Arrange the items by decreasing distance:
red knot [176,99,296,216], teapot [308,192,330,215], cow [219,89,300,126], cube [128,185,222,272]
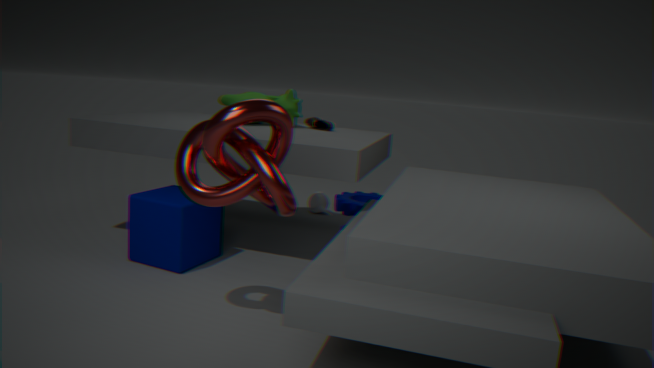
teapot [308,192,330,215] < cow [219,89,300,126] < cube [128,185,222,272] < red knot [176,99,296,216]
